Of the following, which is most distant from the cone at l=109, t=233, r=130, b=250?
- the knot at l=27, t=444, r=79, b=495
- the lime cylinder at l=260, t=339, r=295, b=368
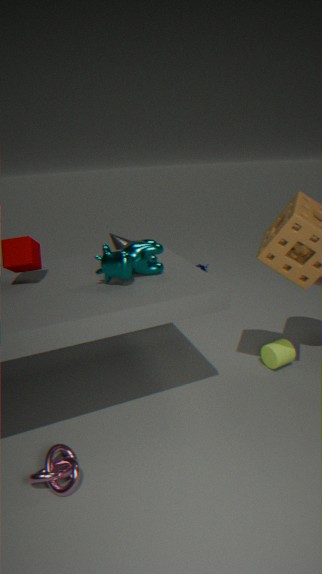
the knot at l=27, t=444, r=79, b=495
